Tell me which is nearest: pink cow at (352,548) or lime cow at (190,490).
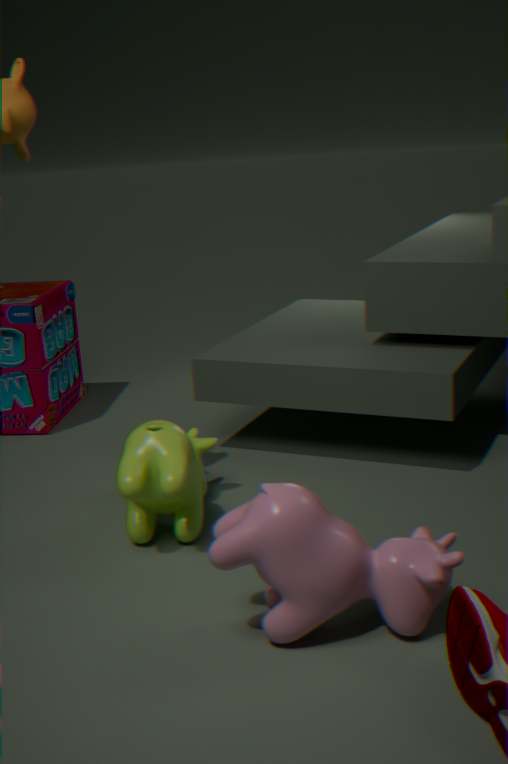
pink cow at (352,548)
